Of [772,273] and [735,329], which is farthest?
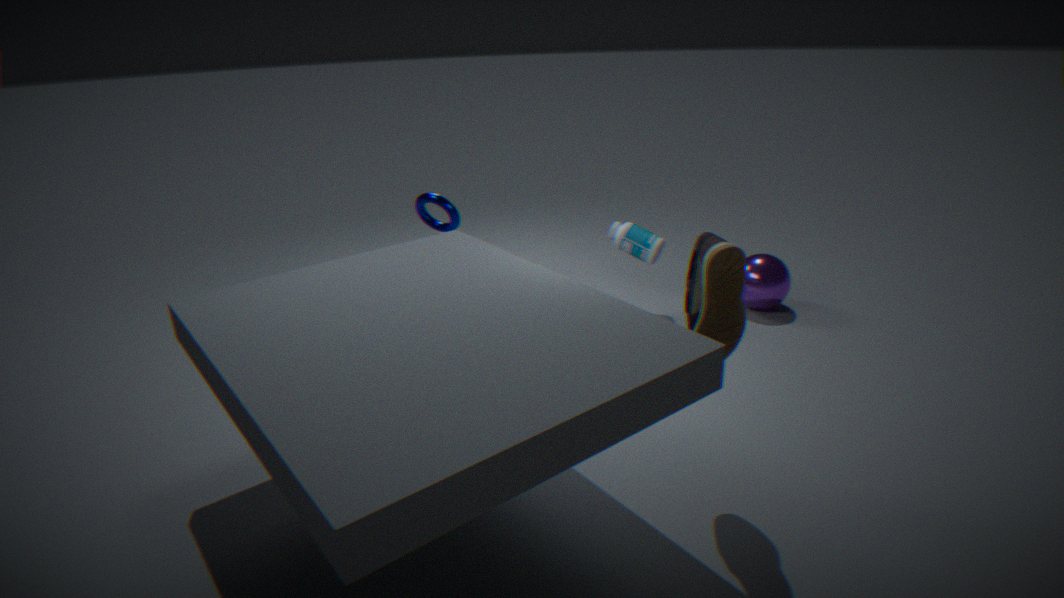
[772,273]
